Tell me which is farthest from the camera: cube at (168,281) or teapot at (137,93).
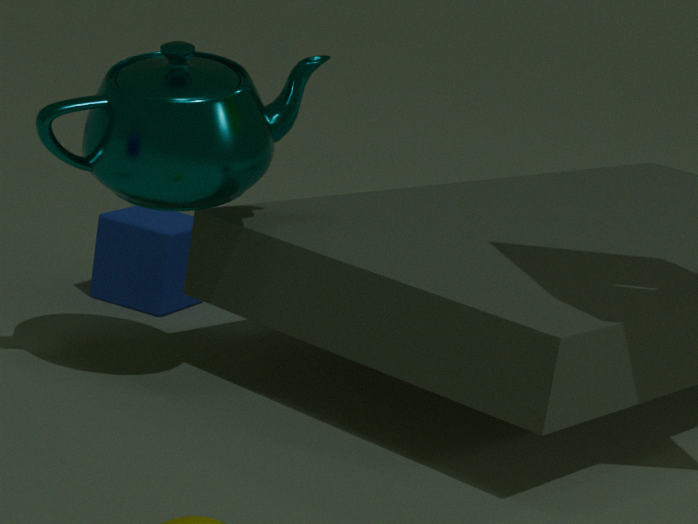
cube at (168,281)
